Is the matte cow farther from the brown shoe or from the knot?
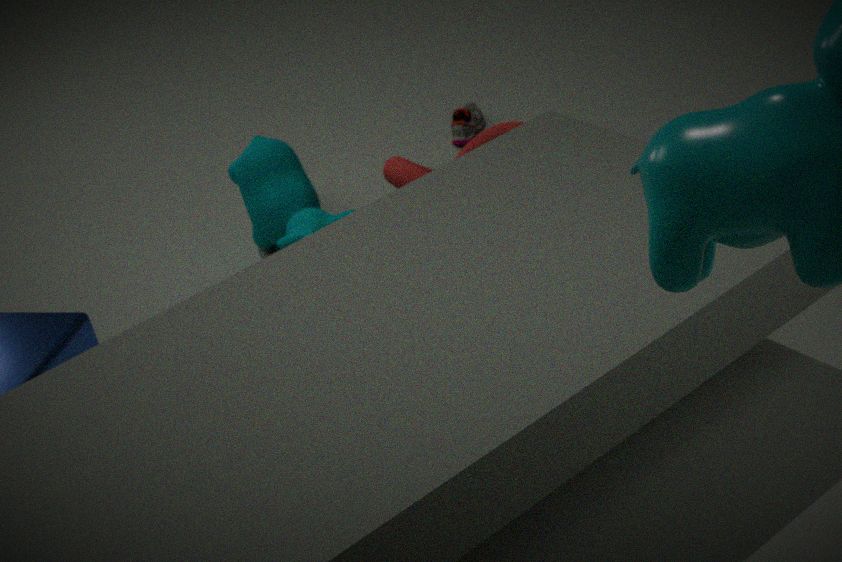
the brown shoe
